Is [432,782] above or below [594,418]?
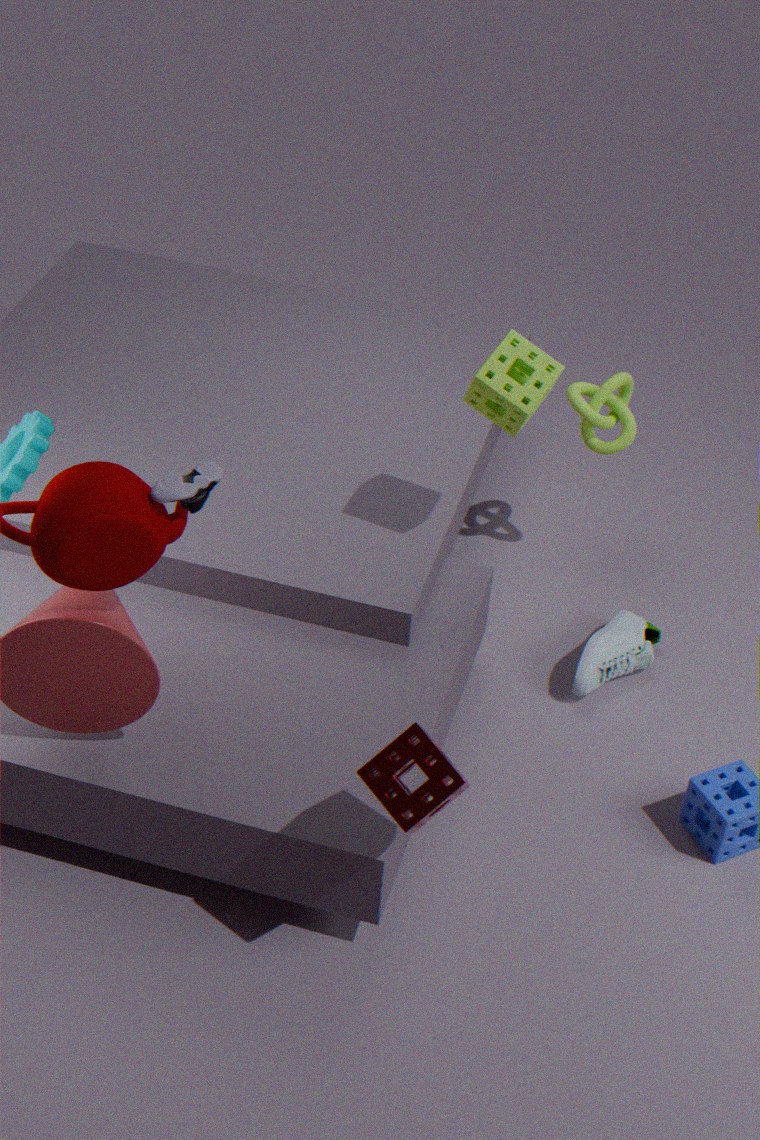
above
